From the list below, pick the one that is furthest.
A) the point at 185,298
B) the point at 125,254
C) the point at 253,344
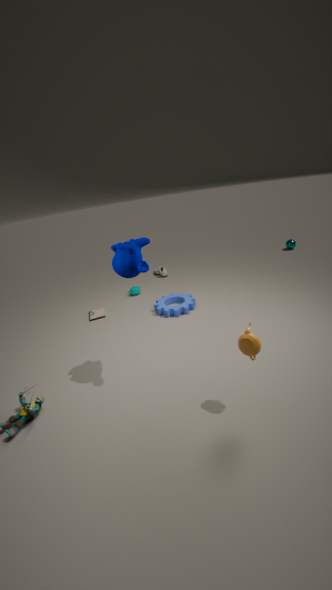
the point at 185,298
